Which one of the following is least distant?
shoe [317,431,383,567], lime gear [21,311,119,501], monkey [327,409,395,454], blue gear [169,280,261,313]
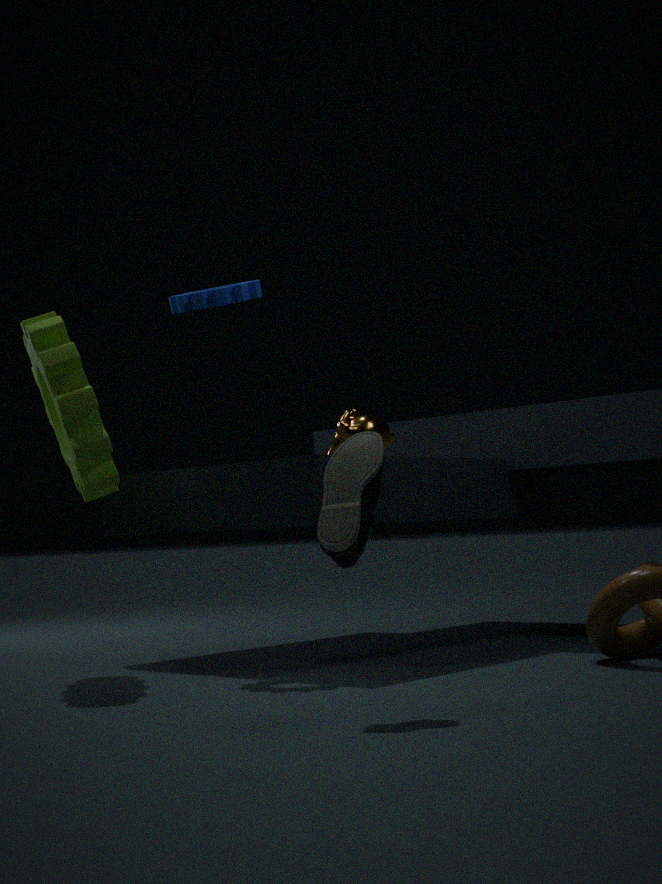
shoe [317,431,383,567]
